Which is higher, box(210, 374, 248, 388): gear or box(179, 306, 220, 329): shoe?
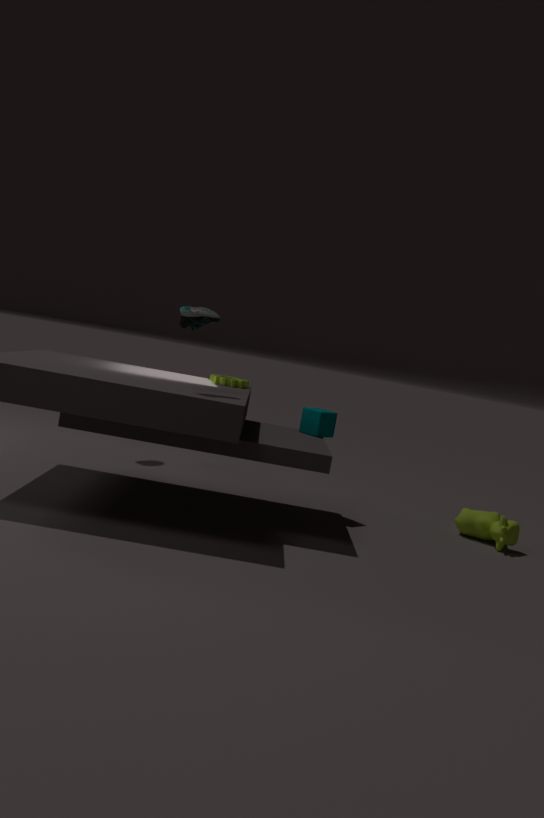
box(179, 306, 220, 329): shoe
